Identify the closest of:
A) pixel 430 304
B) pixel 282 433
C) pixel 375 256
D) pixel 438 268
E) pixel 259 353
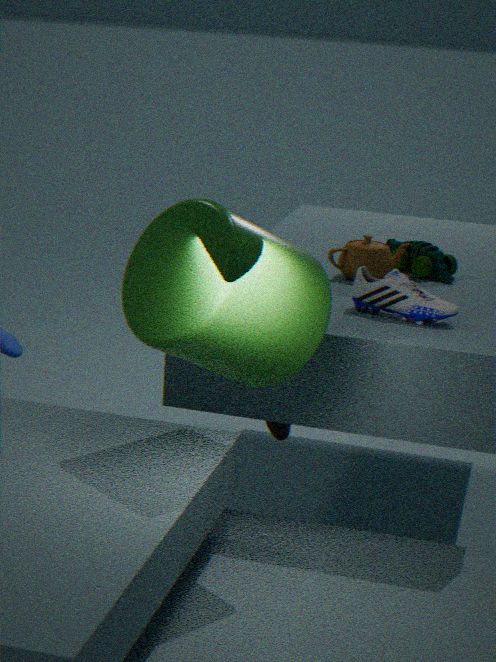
pixel 259 353
